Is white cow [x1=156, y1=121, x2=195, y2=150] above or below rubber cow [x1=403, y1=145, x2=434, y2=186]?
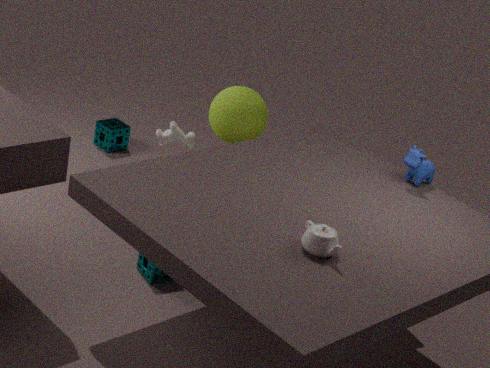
below
